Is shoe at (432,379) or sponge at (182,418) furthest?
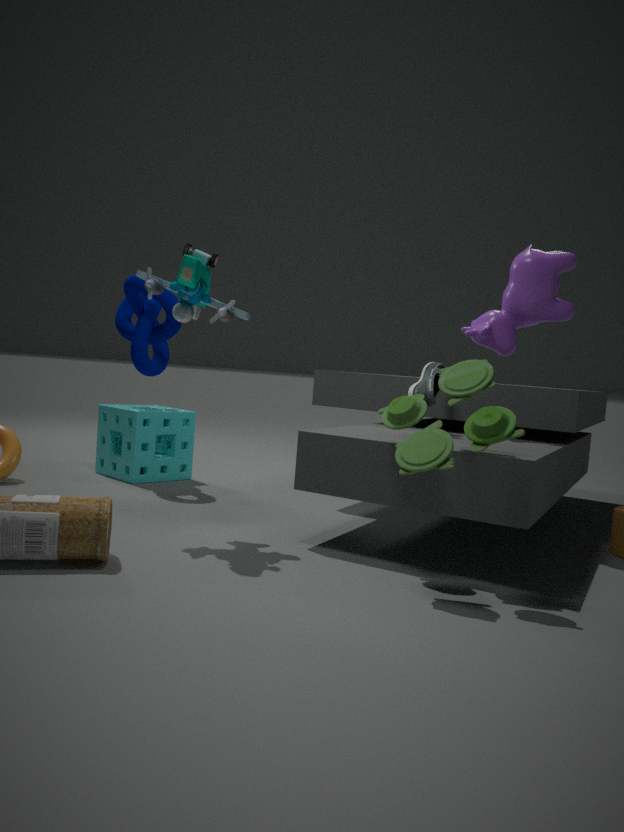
sponge at (182,418)
